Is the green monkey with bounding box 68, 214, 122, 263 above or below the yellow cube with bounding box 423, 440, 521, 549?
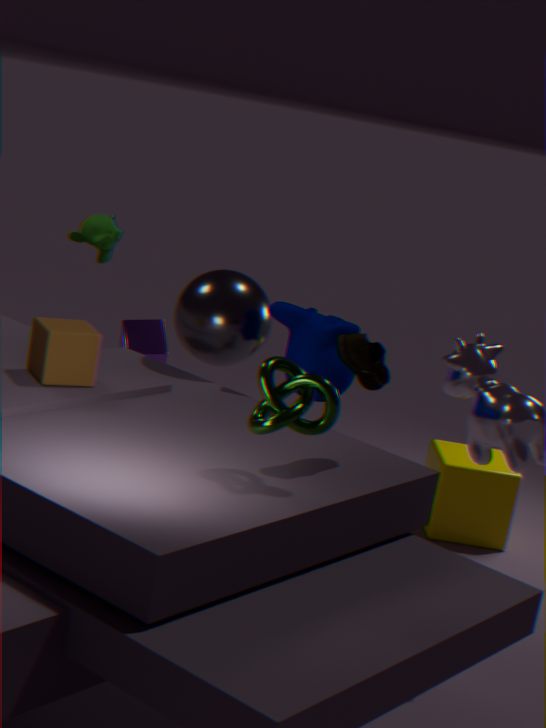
above
